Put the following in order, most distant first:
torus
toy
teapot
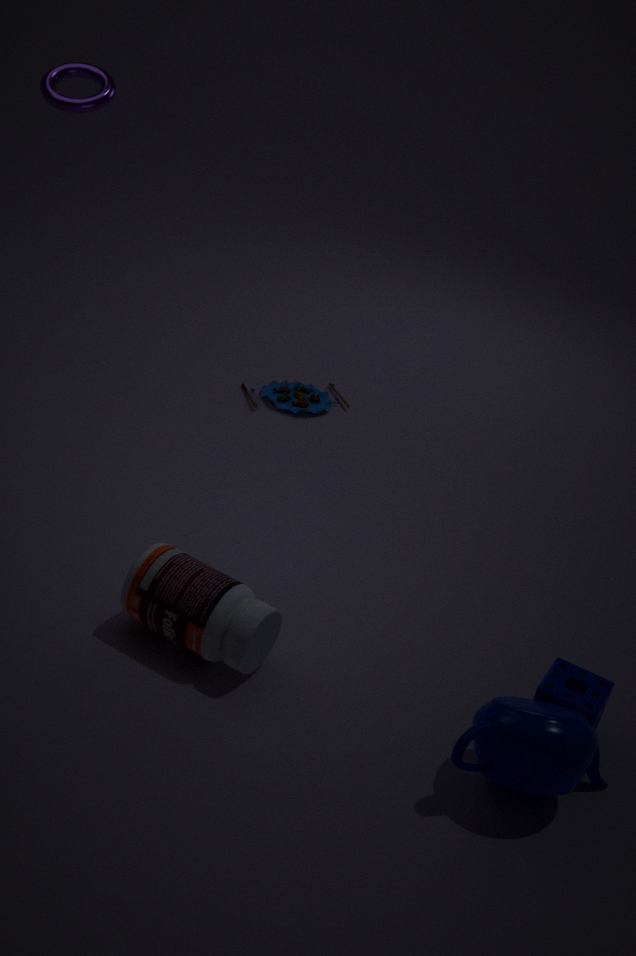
toy → torus → teapot
